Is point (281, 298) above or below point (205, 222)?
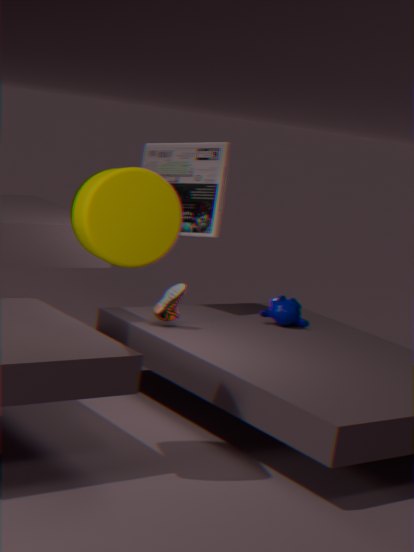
below
